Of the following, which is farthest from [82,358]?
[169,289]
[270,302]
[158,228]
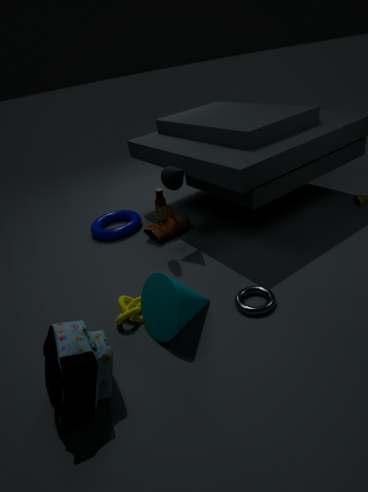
[158,228]
